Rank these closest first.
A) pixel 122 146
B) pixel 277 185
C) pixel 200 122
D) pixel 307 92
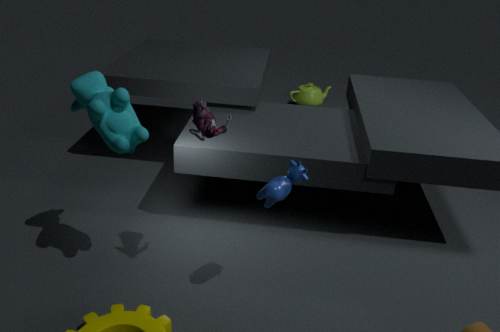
pixel 277 185, pixel 200 122, pixel 122 146, pixel 307 92
